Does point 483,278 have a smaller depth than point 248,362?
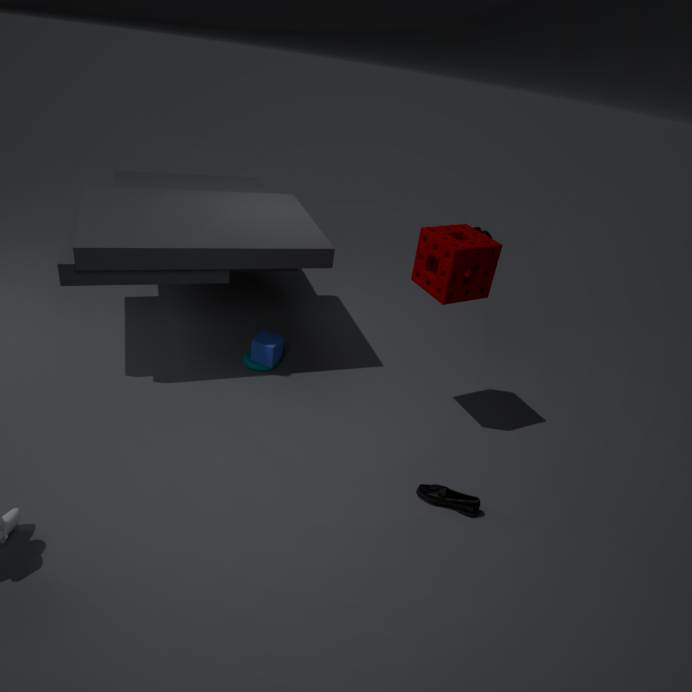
Yes
